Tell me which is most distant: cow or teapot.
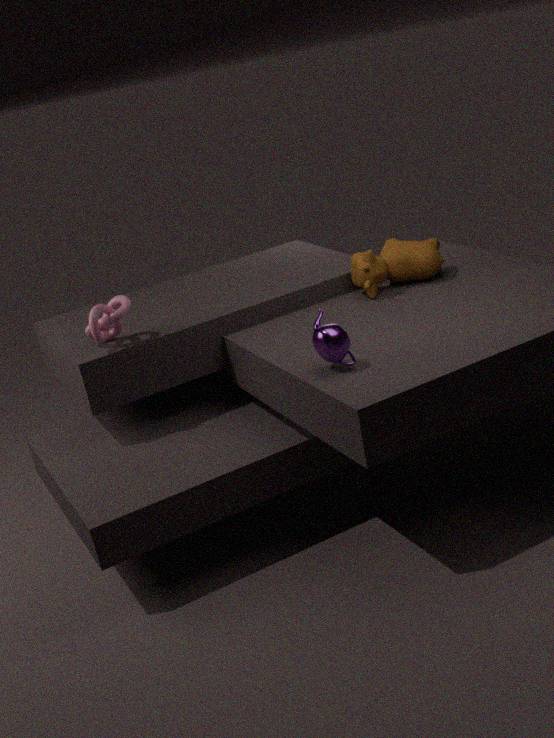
cow
